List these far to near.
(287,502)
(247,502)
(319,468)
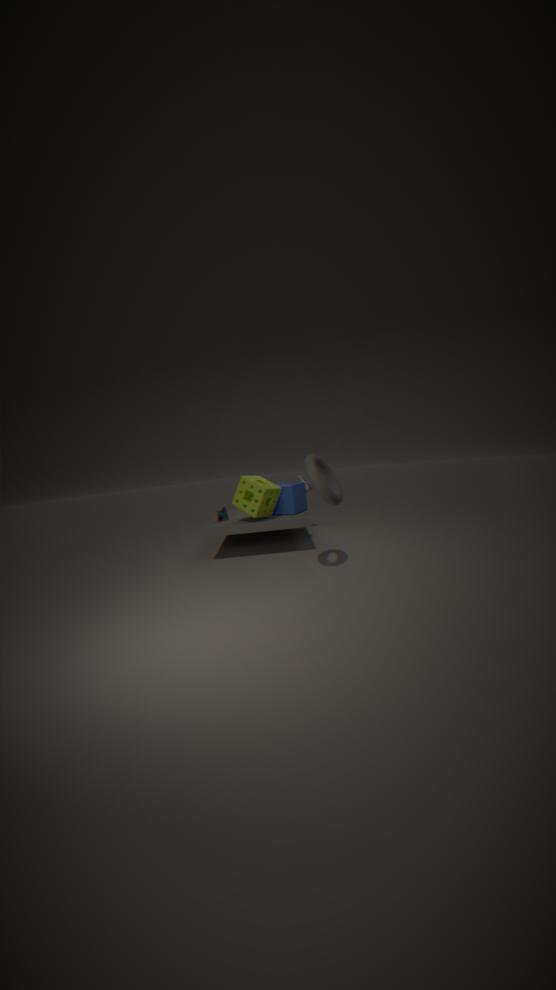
(287,502) < (247,502) < (319,468)
